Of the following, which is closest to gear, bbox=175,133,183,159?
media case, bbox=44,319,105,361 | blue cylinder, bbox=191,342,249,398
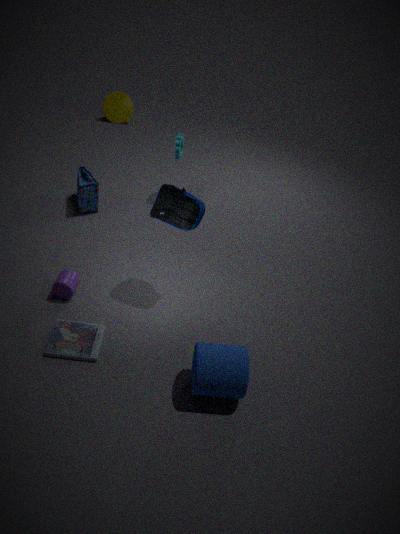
media case, bbox=44,319,105,361
